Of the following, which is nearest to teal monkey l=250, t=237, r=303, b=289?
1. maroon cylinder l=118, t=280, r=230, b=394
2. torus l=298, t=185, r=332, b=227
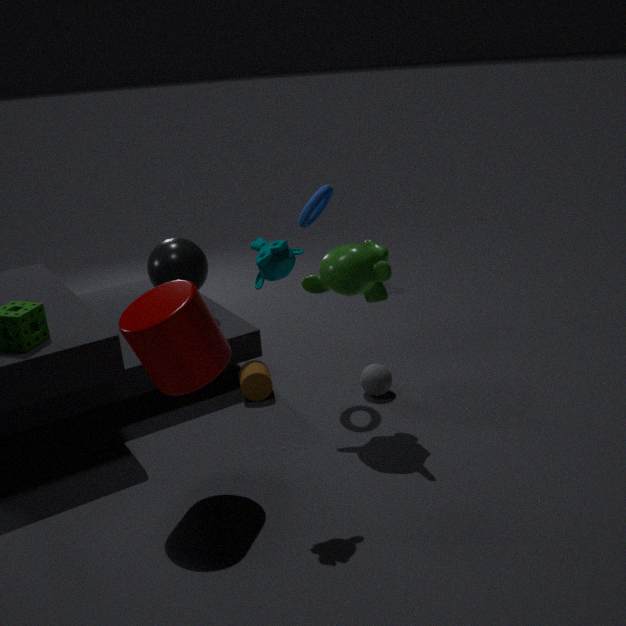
maroon cylinder l=118, t=280, r=230, b=394
